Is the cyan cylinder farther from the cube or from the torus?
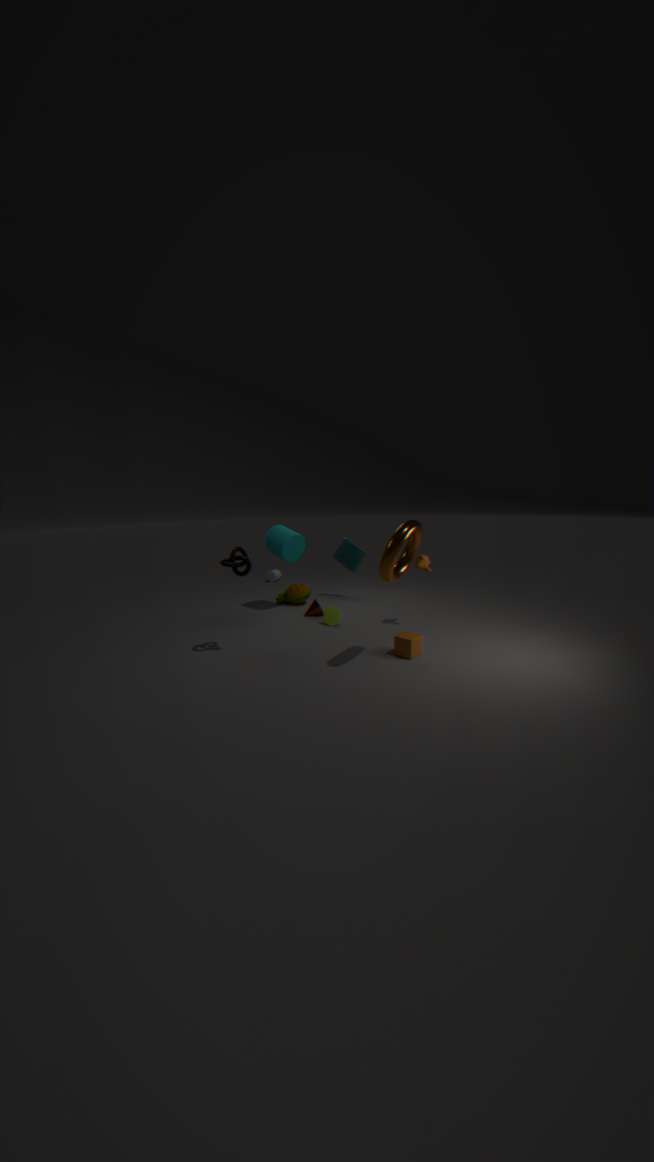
the cube
